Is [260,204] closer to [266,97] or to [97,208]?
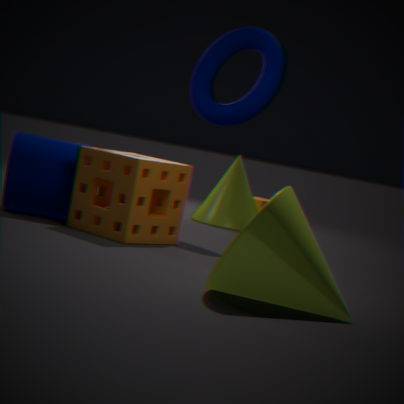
[266,97]
